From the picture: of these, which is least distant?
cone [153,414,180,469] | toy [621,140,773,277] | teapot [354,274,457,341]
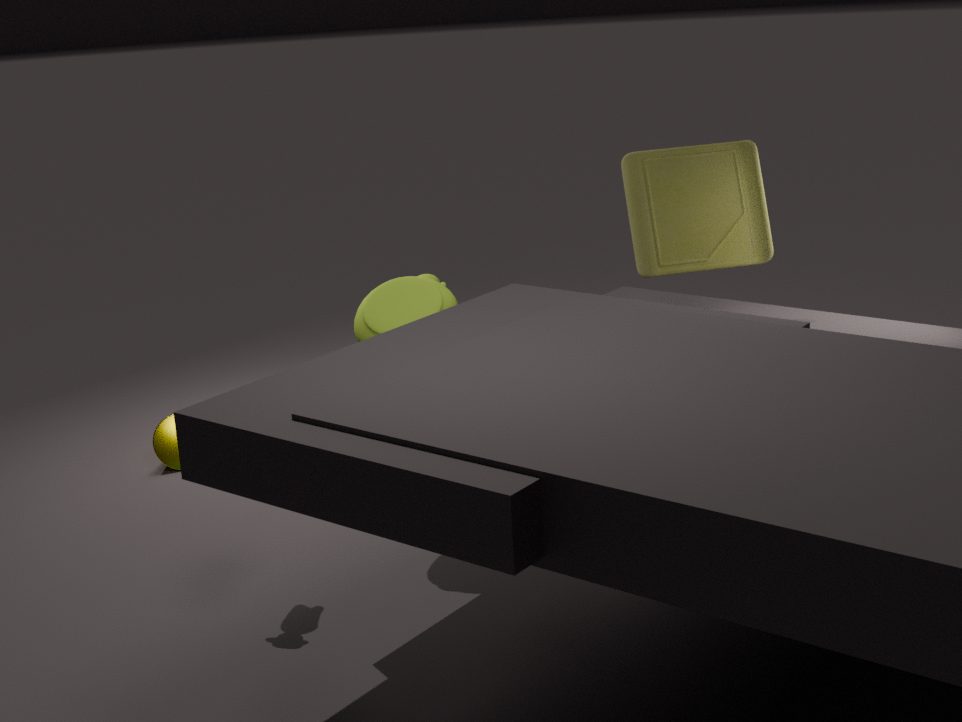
teapot [354,274,457,341]
